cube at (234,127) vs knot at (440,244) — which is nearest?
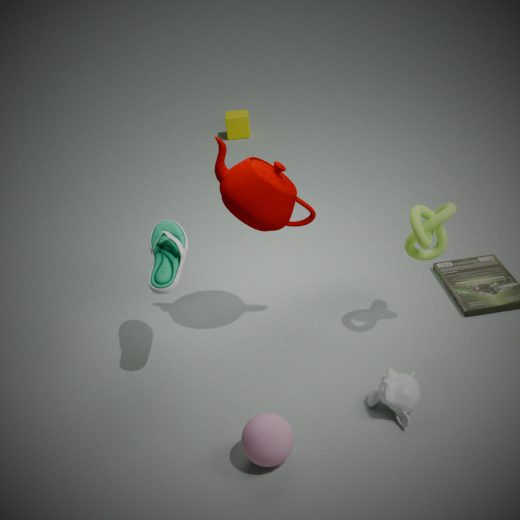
knot at (440,244)
